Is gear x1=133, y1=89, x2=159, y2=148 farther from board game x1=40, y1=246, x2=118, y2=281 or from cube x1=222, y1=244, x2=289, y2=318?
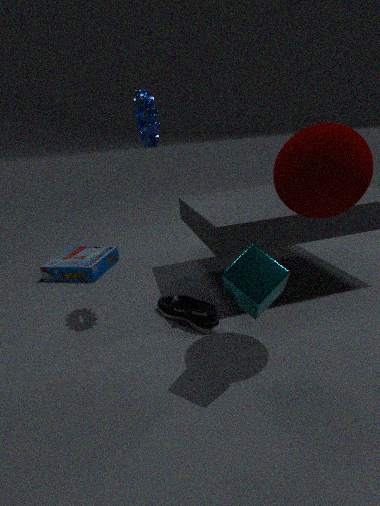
board game x1=40, y1=246, x2=118, y2=281
